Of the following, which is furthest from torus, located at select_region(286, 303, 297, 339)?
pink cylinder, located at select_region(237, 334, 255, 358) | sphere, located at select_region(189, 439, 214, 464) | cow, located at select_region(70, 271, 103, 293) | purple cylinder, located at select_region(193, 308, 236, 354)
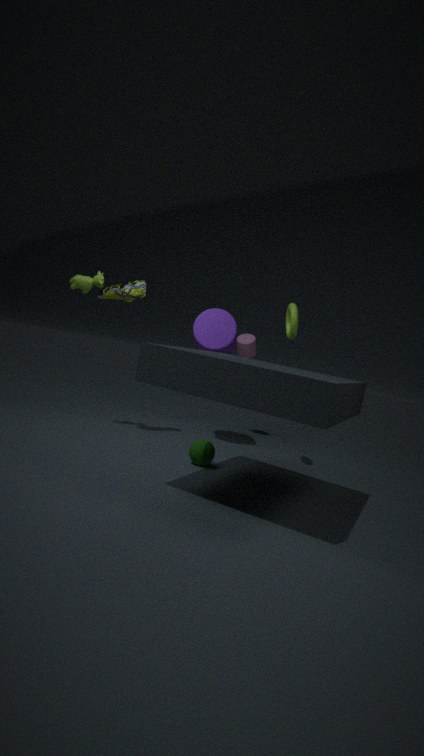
cow, located at select_region(70, 271, 103, 293)
